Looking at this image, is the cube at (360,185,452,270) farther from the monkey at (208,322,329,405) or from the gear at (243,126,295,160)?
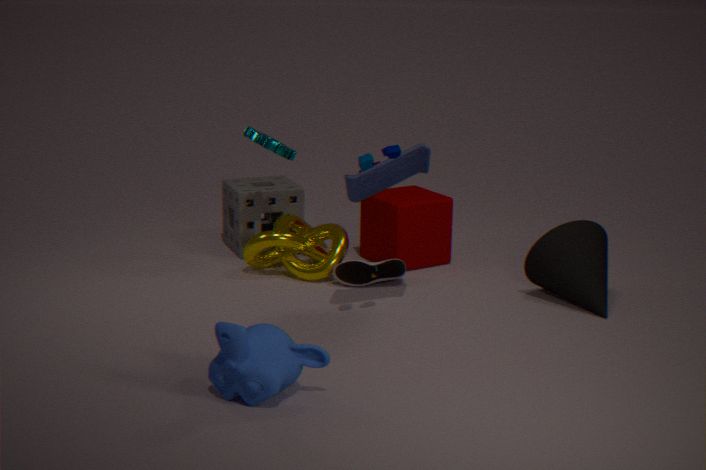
the monkey at (208,322,329,405)
